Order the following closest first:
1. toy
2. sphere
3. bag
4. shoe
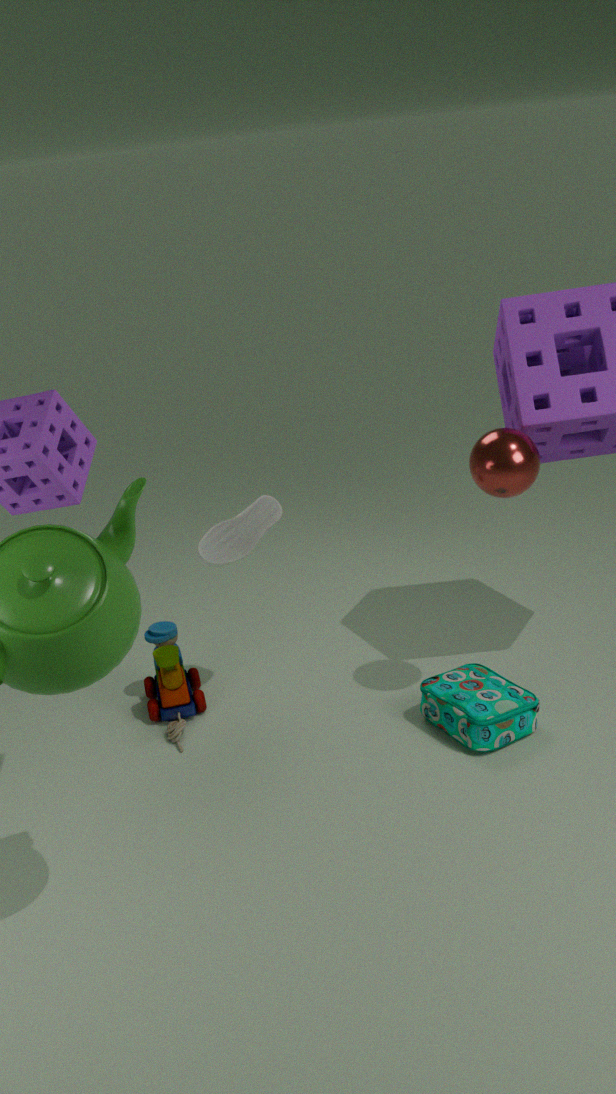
sphere → bag → shoe → toy
